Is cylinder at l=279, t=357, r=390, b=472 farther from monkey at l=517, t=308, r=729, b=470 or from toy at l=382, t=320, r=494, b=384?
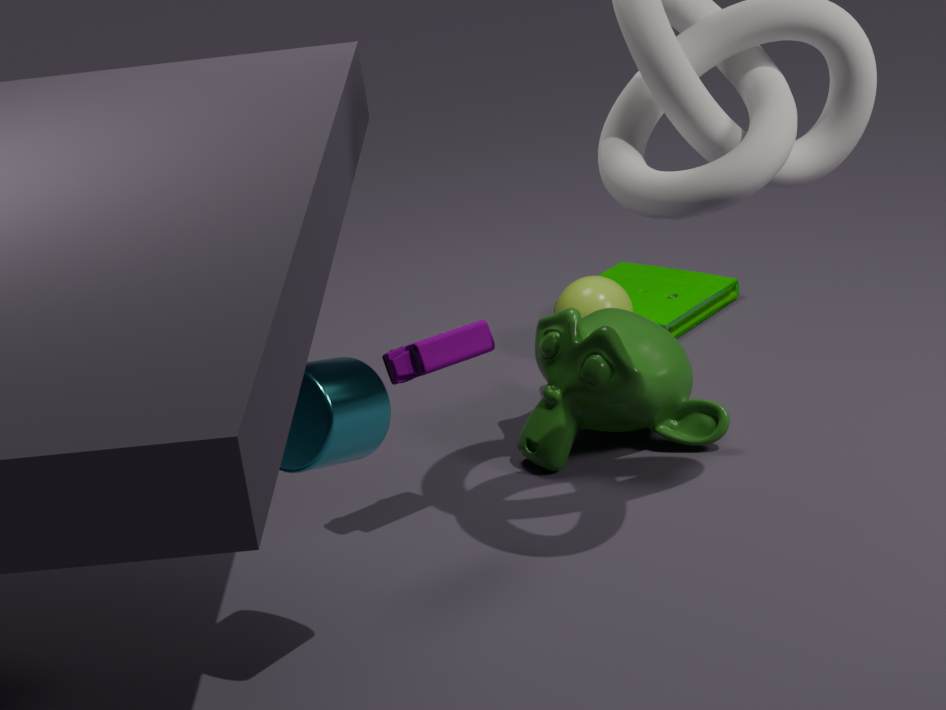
monkey at l=517, t=308, r=729, b=470
